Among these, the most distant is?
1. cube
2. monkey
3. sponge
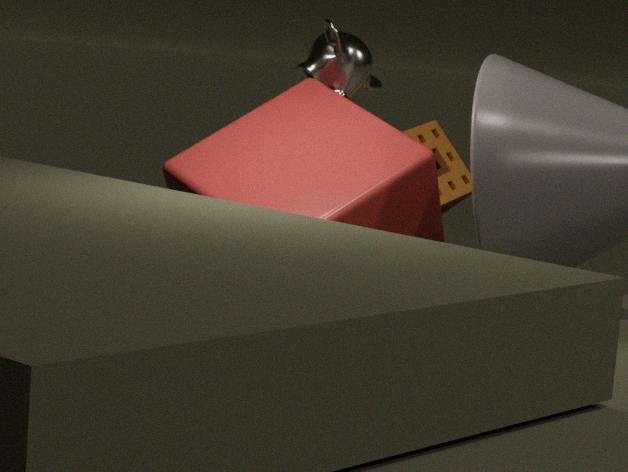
sponge
